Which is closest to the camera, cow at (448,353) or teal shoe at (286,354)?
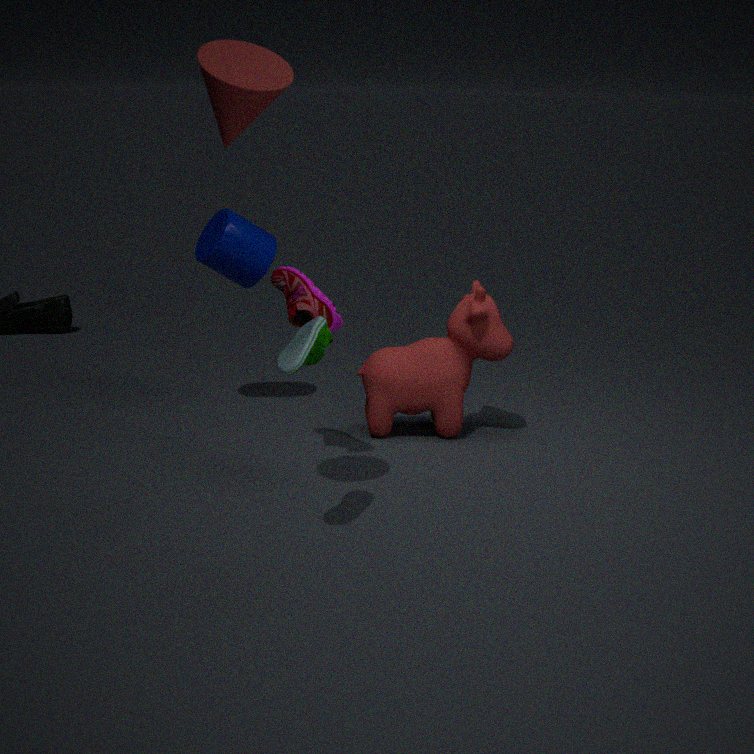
teal shoe at (286,354)
